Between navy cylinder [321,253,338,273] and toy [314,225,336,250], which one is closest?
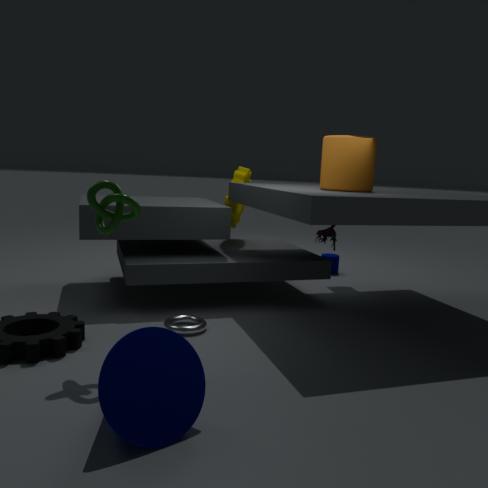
toy [314,225,336,250]
